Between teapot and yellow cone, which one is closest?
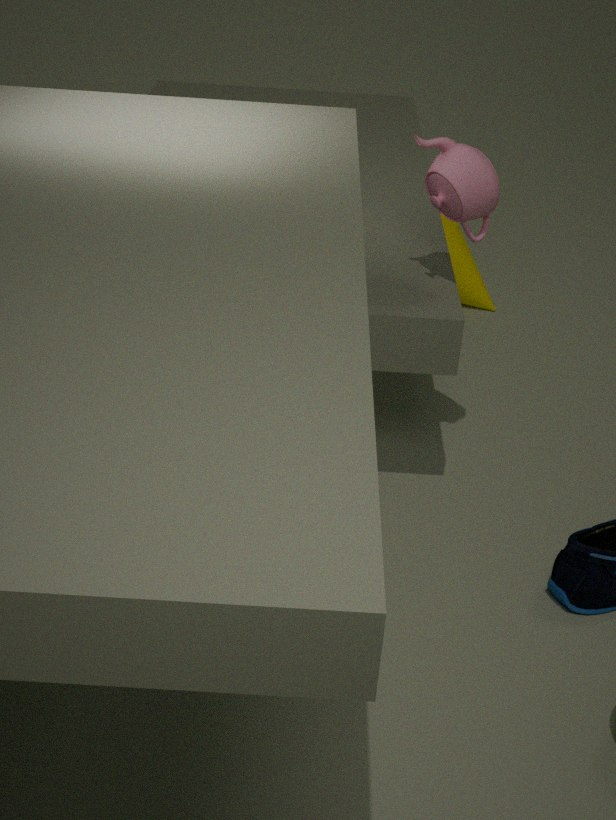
teapot
